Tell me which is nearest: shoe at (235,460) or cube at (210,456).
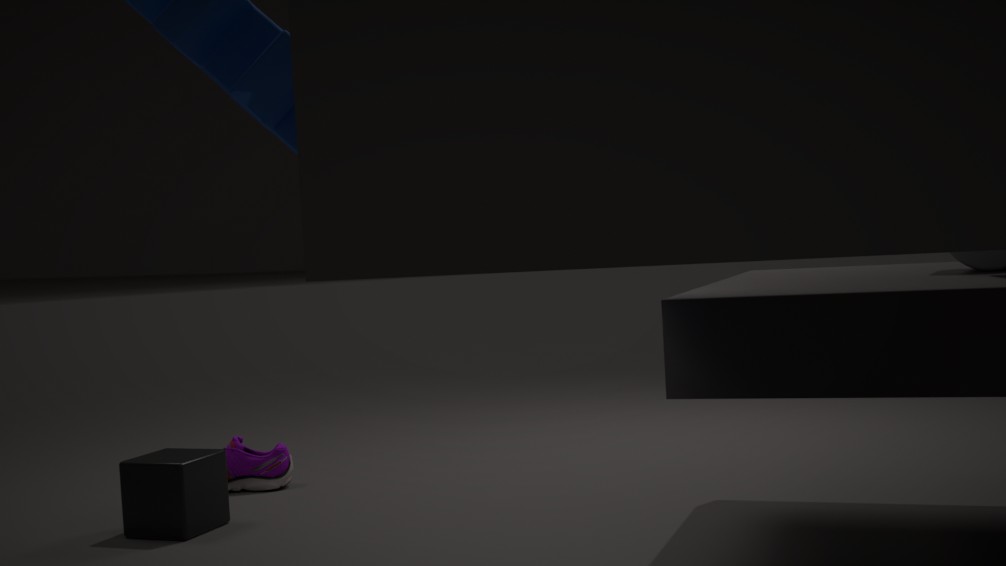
cube at (210,456)
